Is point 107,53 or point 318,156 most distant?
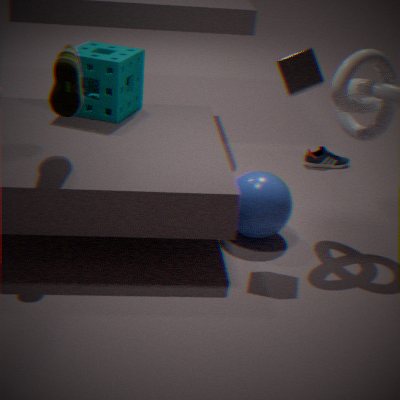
point 318,156
